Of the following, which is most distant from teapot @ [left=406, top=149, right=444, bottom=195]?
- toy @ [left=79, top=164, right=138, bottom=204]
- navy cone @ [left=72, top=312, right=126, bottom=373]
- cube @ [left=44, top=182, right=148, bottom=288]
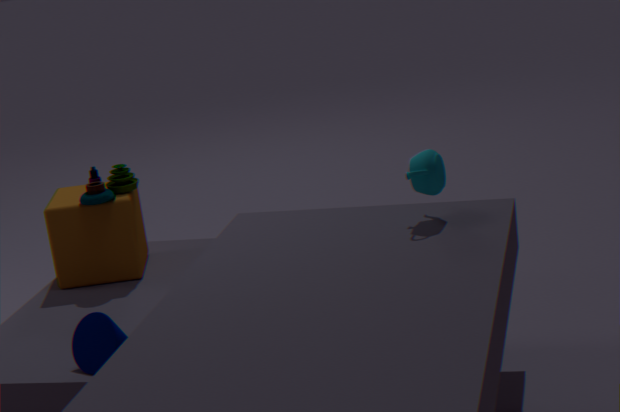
toy @ [left=79, top=164, right=138, bottom=204]
